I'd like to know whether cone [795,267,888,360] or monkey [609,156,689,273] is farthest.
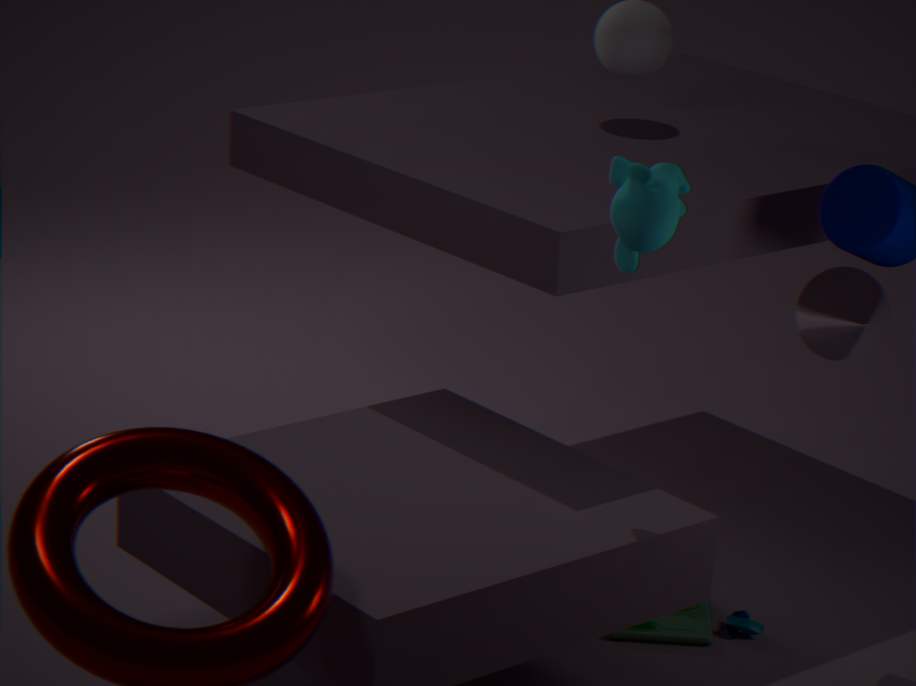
cone [795,267,888,360]
